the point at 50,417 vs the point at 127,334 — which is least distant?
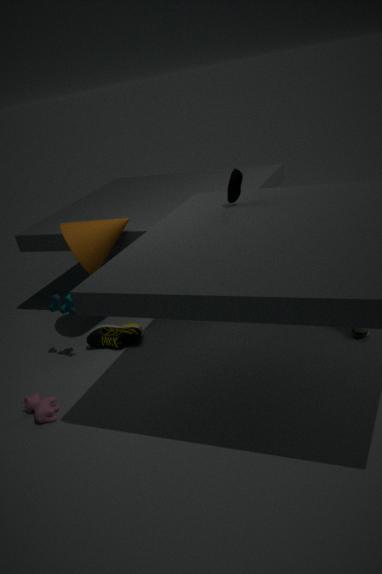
the point at 50,417
